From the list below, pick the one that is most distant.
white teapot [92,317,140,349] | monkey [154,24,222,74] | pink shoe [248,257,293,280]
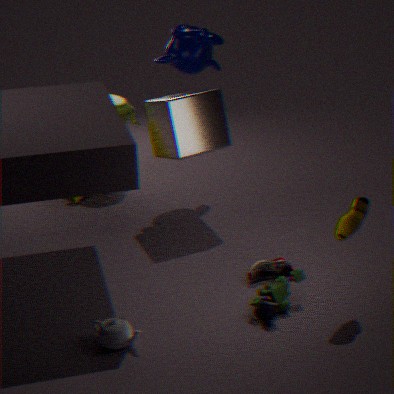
monkey [154,24,222,74]
